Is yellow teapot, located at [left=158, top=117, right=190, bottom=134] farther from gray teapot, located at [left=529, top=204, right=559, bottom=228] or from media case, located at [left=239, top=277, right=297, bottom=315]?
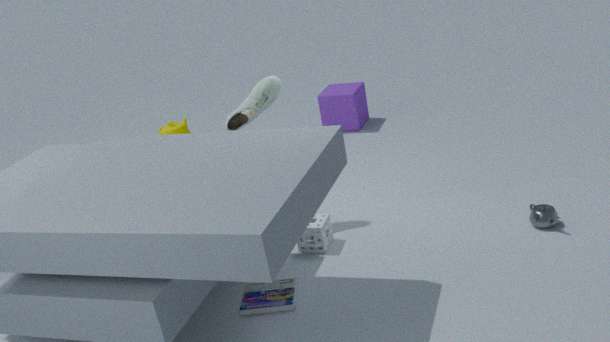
gray teapot, located at [left=529, top=204, right=559, bottom=228]
